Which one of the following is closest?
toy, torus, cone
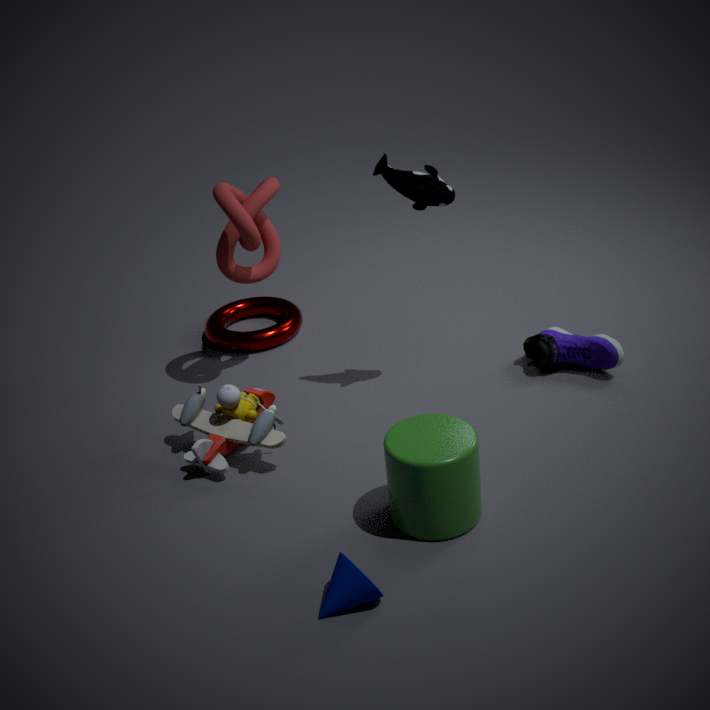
cone
